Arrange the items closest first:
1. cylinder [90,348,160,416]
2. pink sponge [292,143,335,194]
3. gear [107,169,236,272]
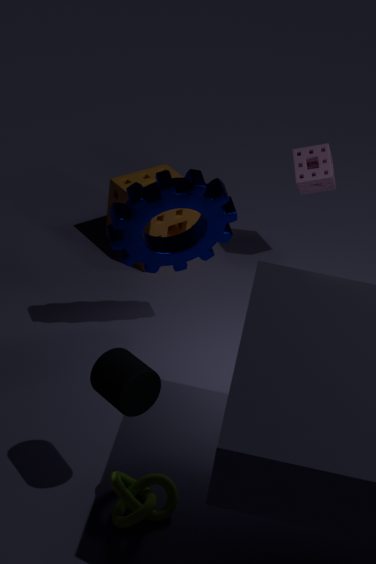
cylinder [90,348,160,416] < gear [107,169,236,272] < pink sponge [292,143,335,194]
